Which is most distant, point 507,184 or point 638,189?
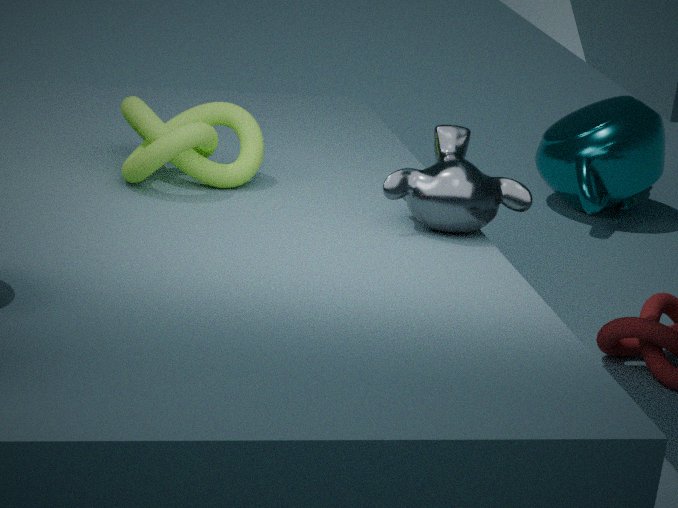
point 638,189
